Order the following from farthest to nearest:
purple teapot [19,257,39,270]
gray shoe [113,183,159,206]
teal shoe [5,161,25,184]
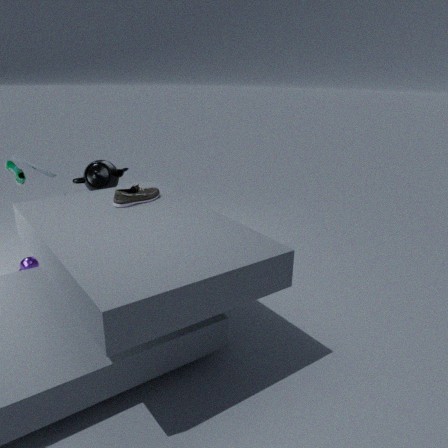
1. teal shoe [5,161,25,184]
2. purple teapot [19,257,39,270]
3. gray shoe [113,183,159,206]
